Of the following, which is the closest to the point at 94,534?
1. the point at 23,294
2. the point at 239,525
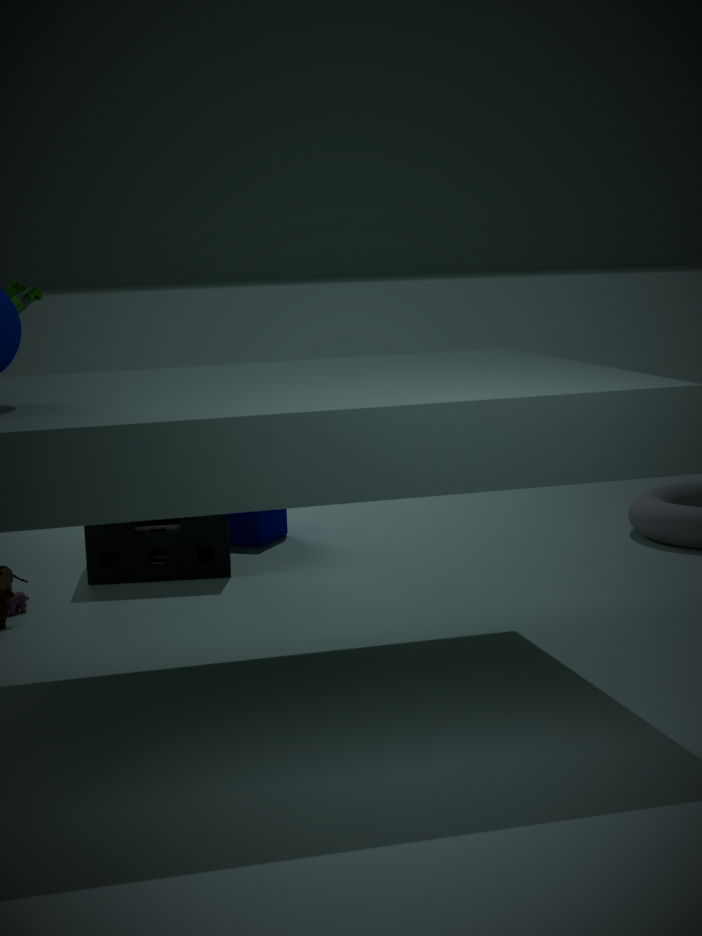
the point at 239,525
